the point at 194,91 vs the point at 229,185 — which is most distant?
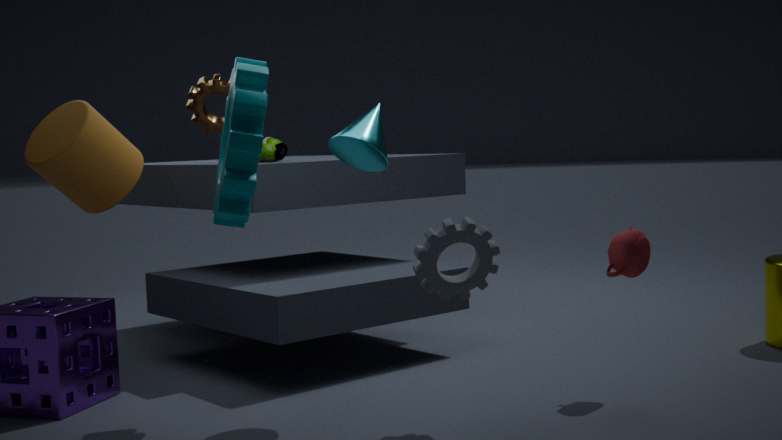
the point at 194,91
